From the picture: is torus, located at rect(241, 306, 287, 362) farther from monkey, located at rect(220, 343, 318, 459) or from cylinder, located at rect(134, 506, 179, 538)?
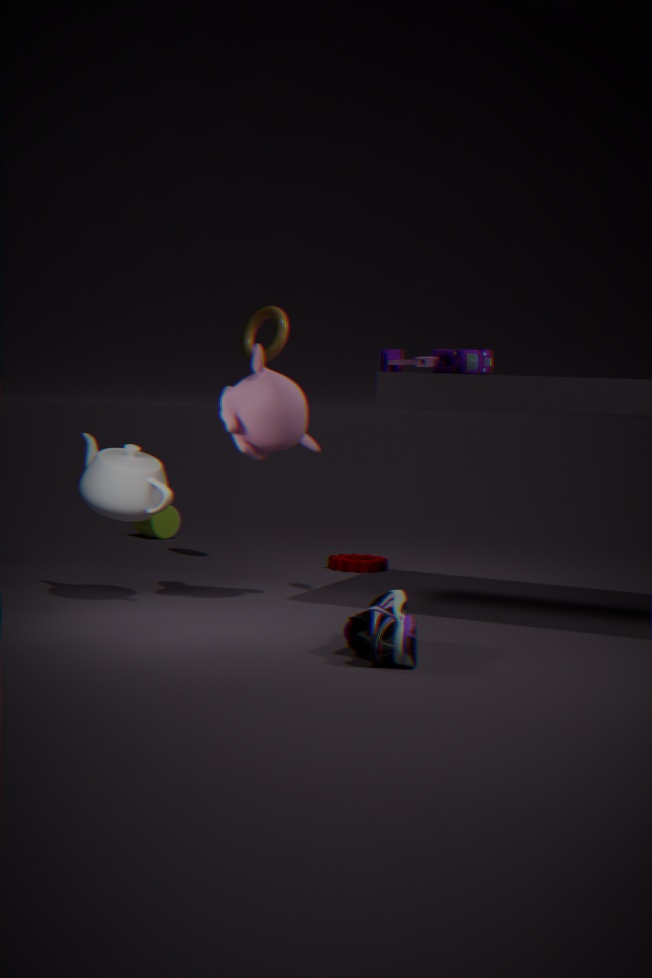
cylinder, located at rect(134, 506, 179, 538)
